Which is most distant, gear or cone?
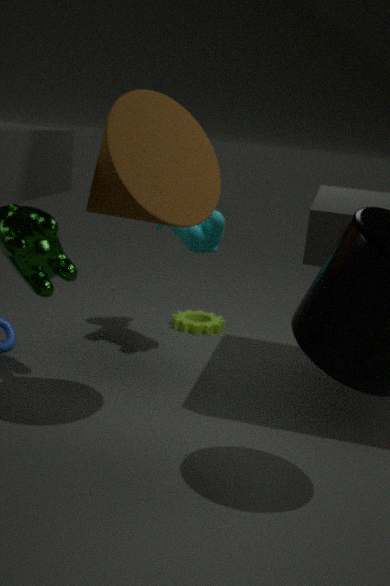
gear
